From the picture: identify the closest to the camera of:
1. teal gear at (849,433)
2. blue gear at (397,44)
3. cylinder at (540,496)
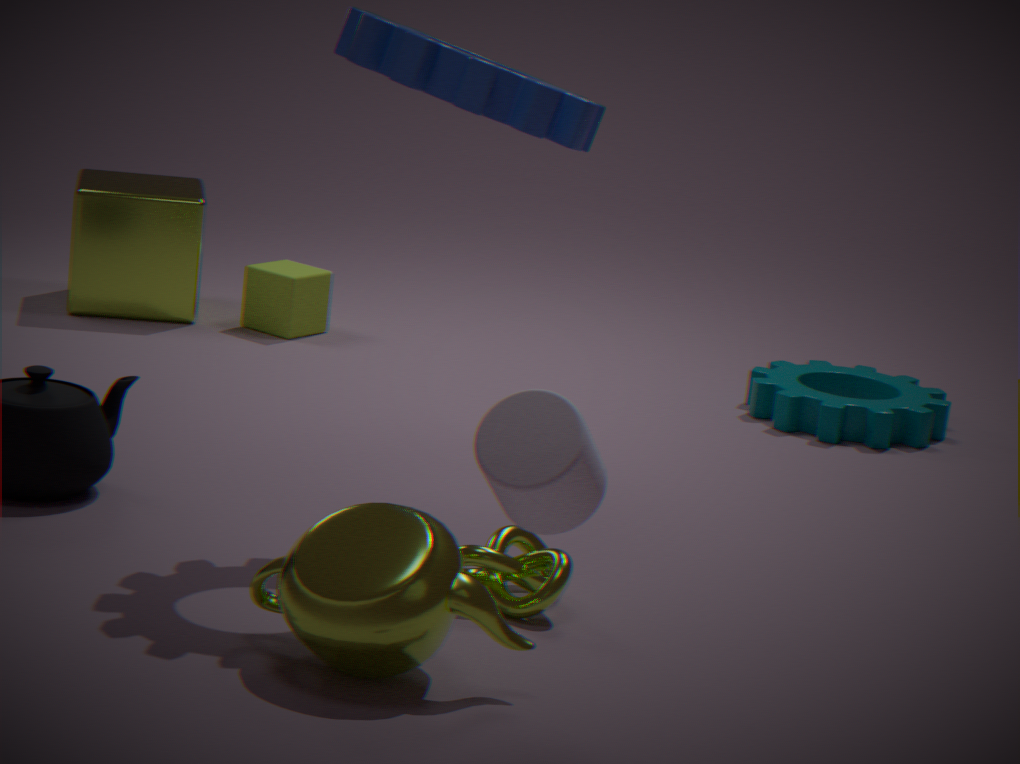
cylinder at (540,496)
